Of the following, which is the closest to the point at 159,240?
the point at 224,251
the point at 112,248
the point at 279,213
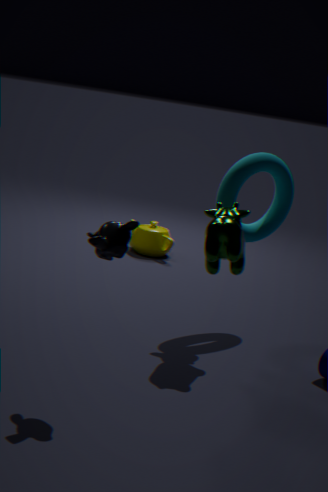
the point at 279,213
